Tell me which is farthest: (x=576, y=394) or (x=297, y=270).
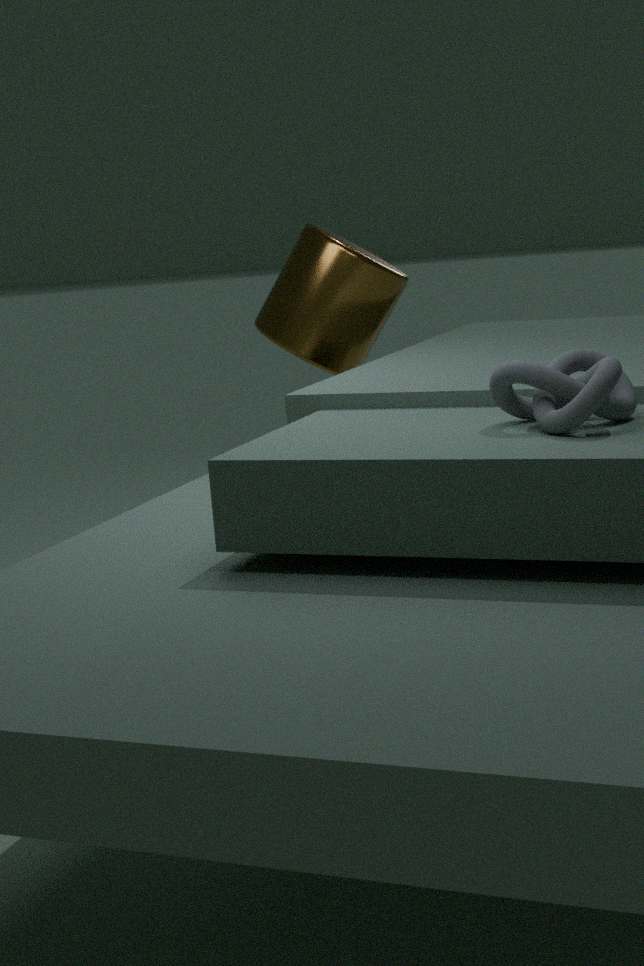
(x=297, y=270)
